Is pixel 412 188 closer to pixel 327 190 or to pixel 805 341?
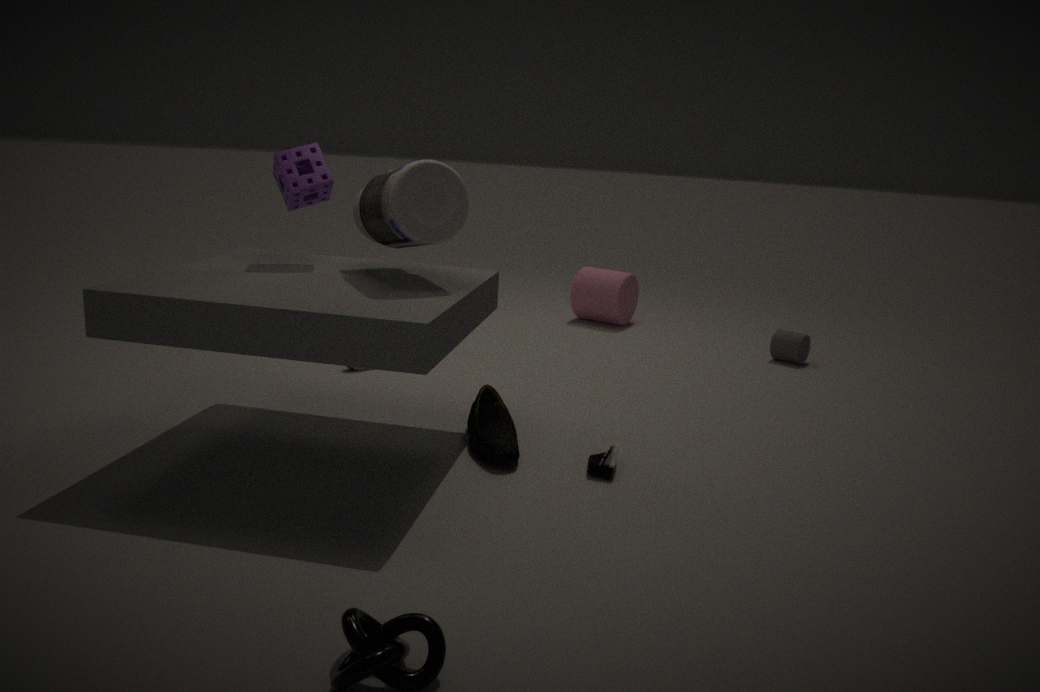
pixel 327 190
